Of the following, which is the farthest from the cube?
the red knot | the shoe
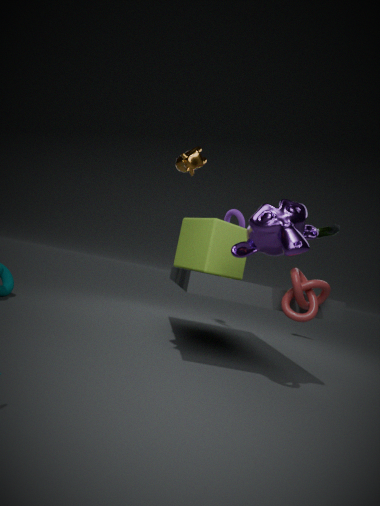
the shoe
